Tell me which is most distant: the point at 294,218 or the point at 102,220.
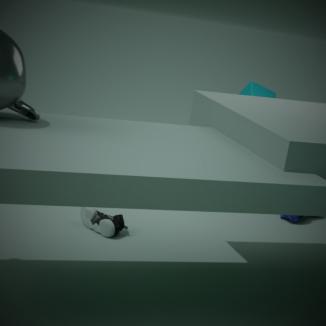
the point at 294,218
